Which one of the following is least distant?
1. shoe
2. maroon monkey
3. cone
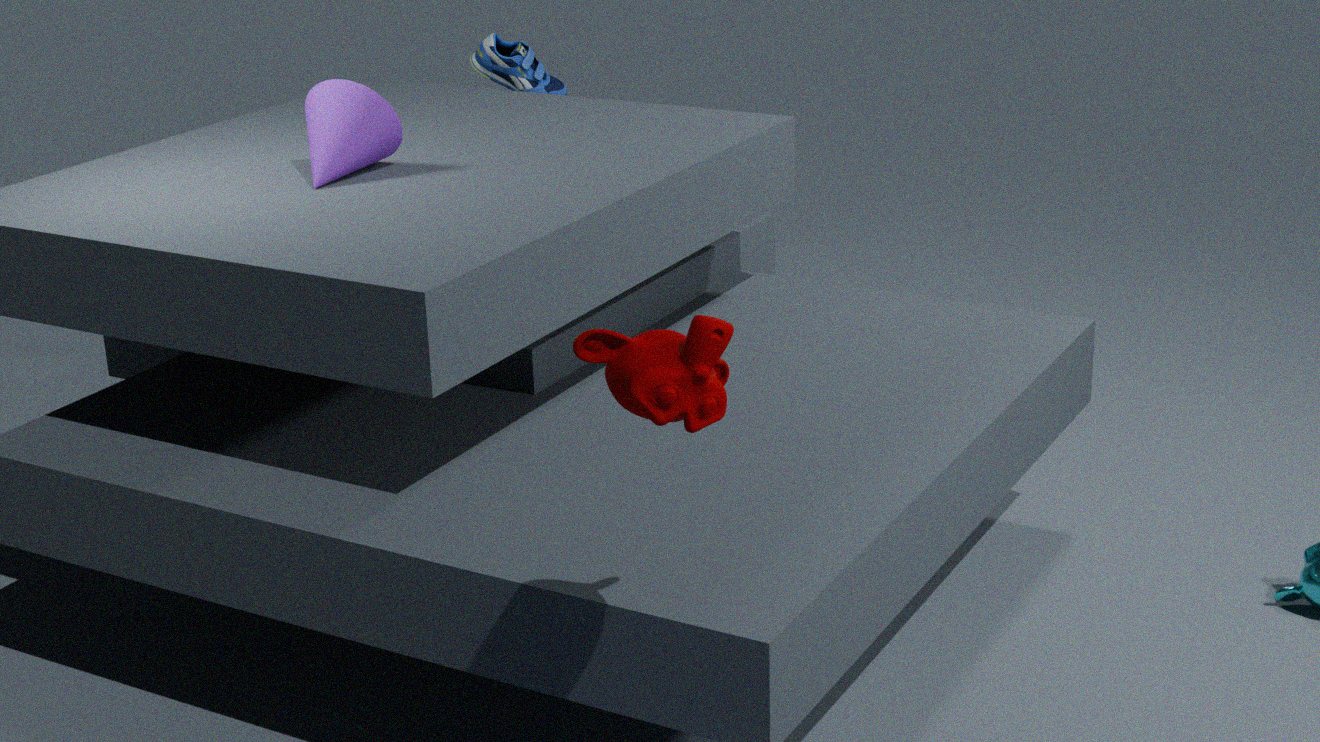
maroon monkey
